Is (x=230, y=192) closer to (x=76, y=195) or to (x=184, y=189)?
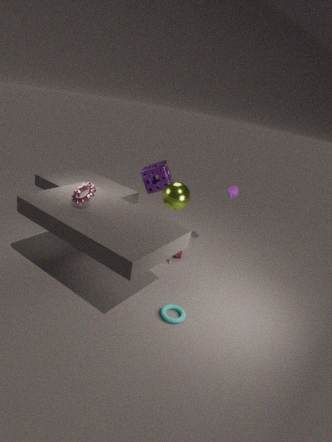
(x=184, y=189)
